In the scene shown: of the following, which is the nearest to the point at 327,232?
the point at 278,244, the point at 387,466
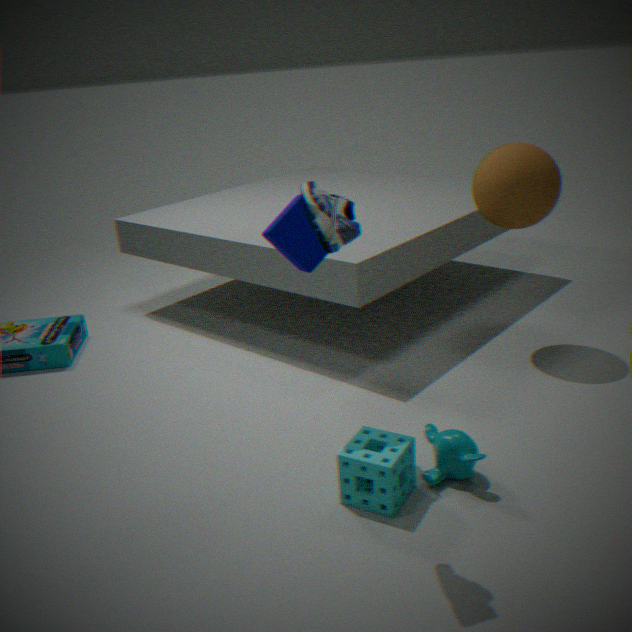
the point at 278,244
